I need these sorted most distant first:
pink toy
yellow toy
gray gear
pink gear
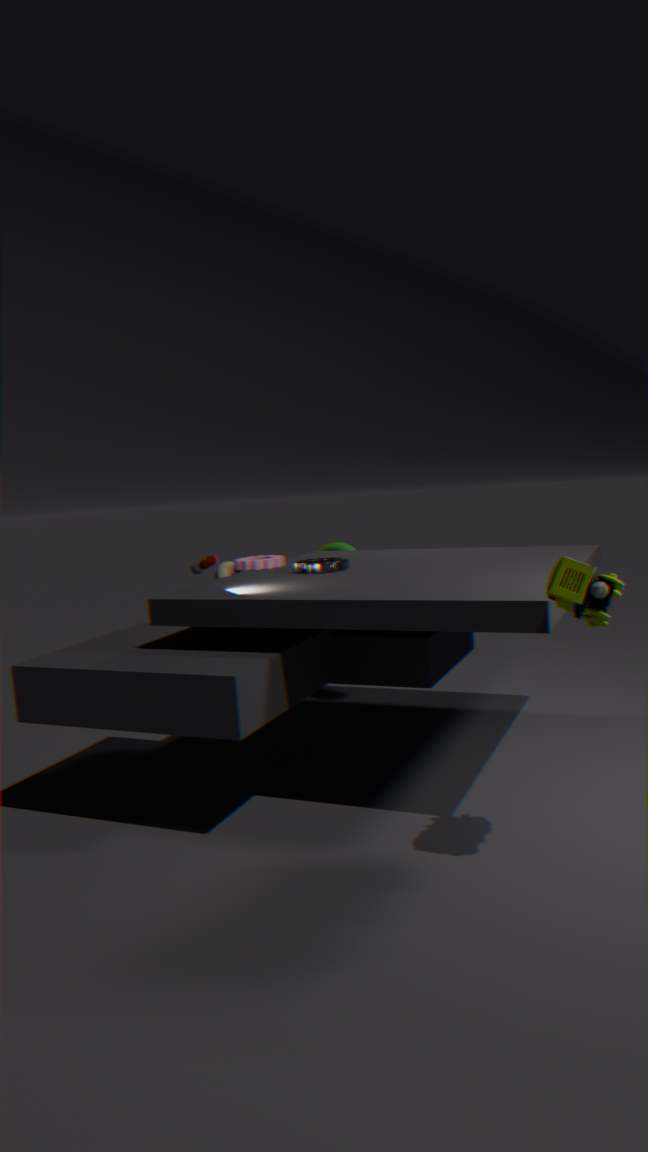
1. pink gear
2. pink toy
3. gray gear
4. yellow toy
